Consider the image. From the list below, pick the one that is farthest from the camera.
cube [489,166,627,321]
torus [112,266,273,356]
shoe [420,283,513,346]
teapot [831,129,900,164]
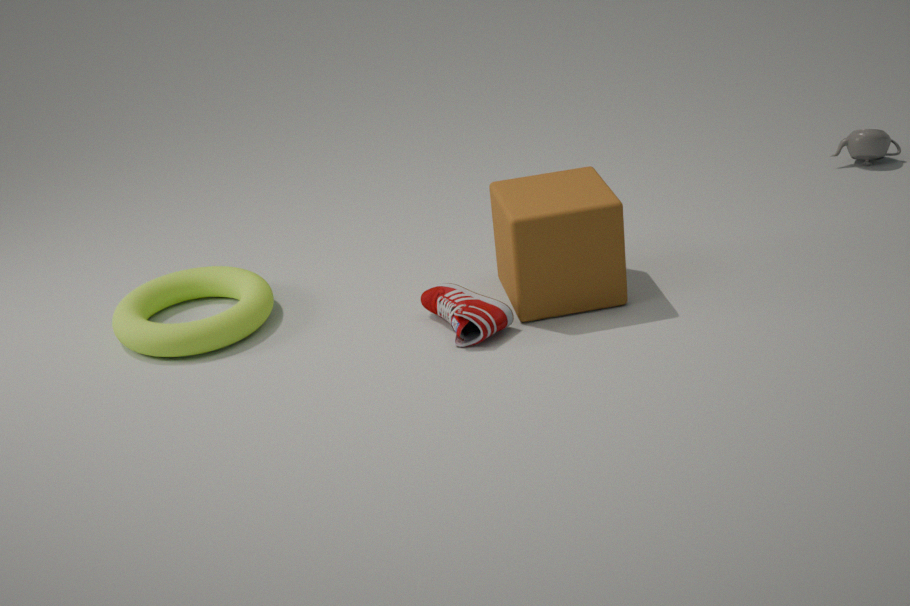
teapot [831,129,900,164]
